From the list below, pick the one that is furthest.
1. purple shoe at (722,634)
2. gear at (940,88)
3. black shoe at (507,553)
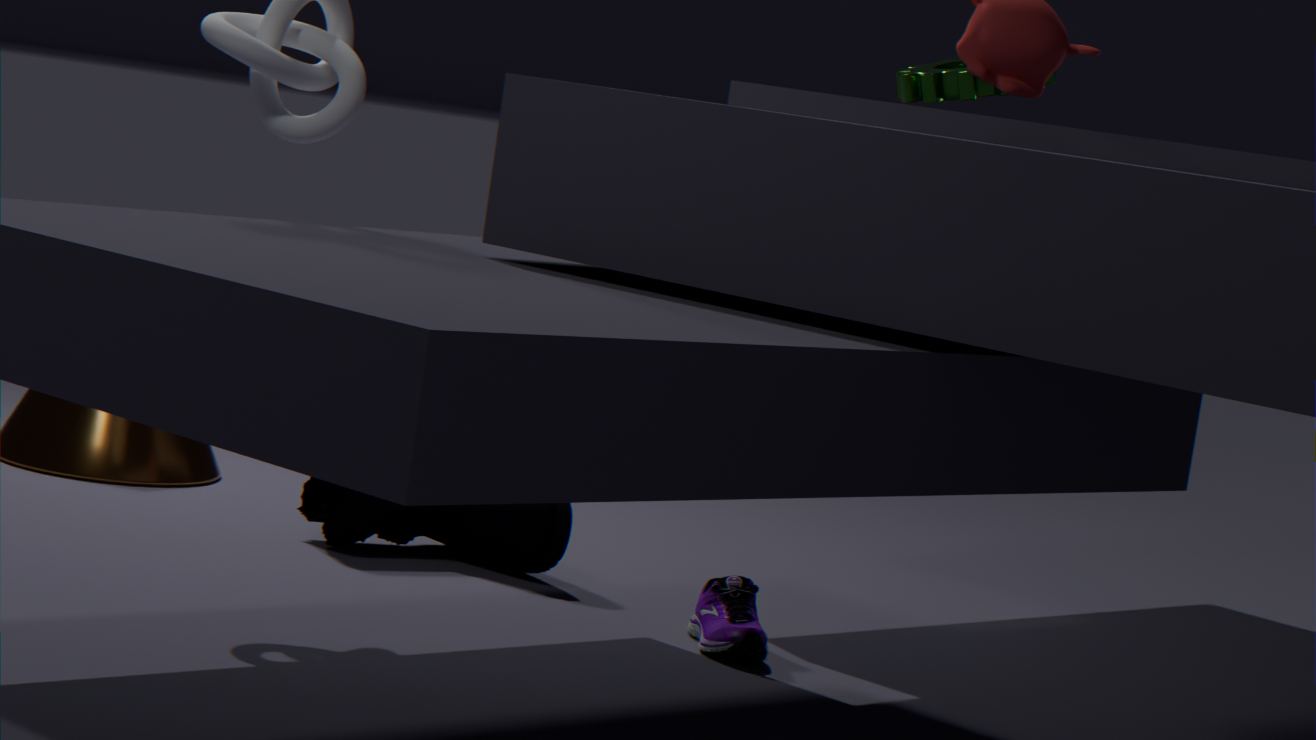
gear at (940,88)
